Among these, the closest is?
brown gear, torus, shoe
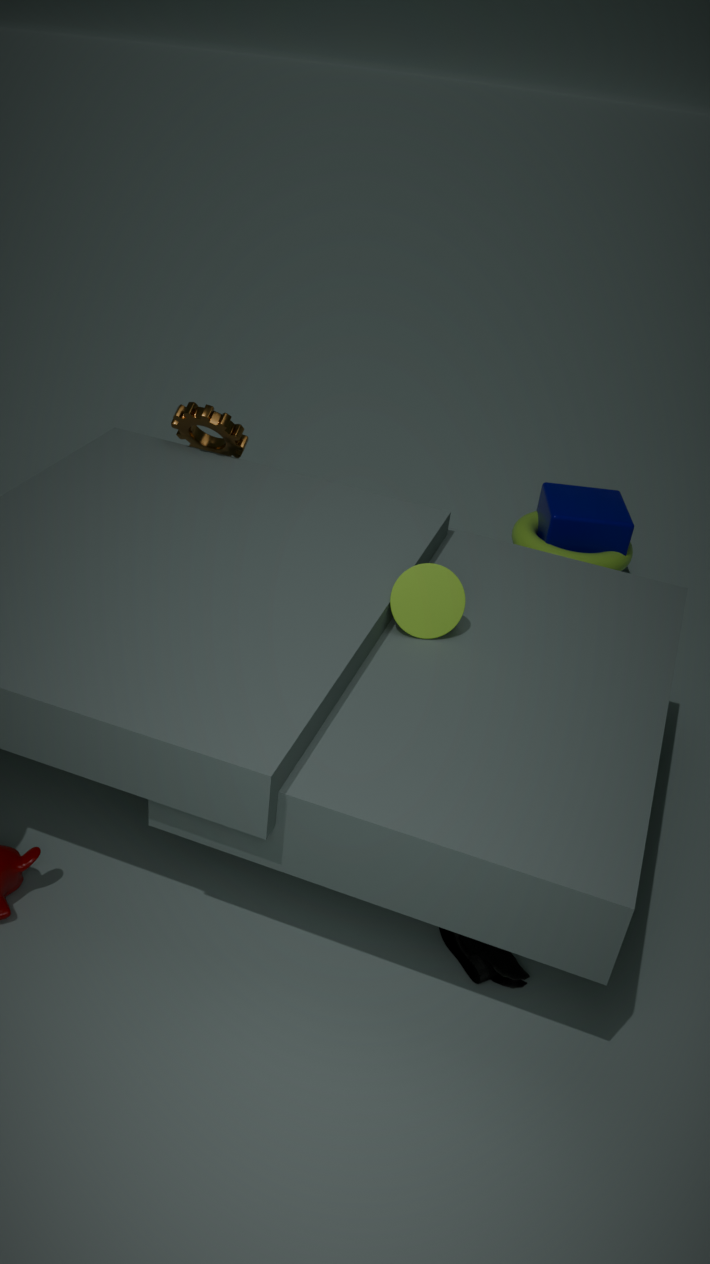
shoe
